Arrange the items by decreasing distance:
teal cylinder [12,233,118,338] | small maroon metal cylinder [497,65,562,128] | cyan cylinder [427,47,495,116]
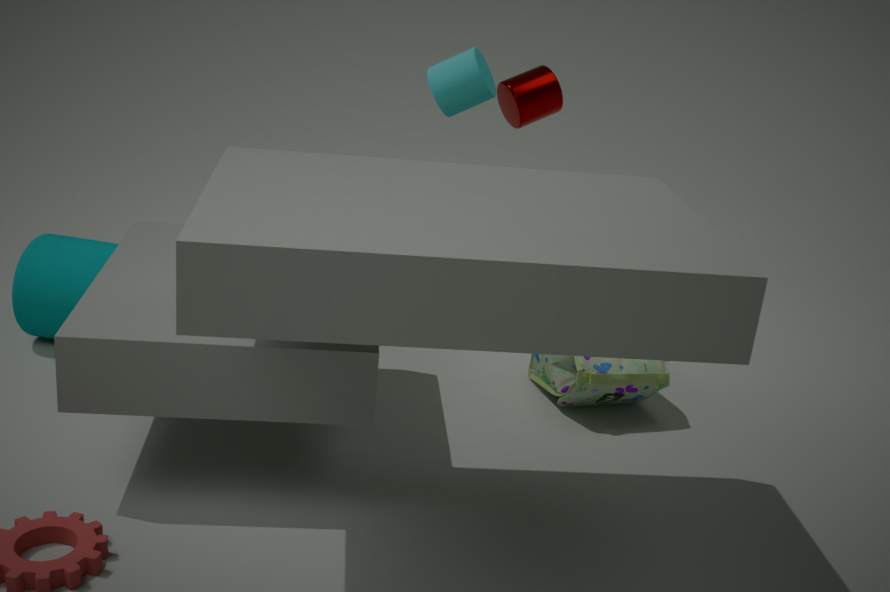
1. small maroon metal cylinder [497,65,562,128]
2. teal cylinder [12,233,118,338]
3. cyan cylinder [427,47,495,116]
